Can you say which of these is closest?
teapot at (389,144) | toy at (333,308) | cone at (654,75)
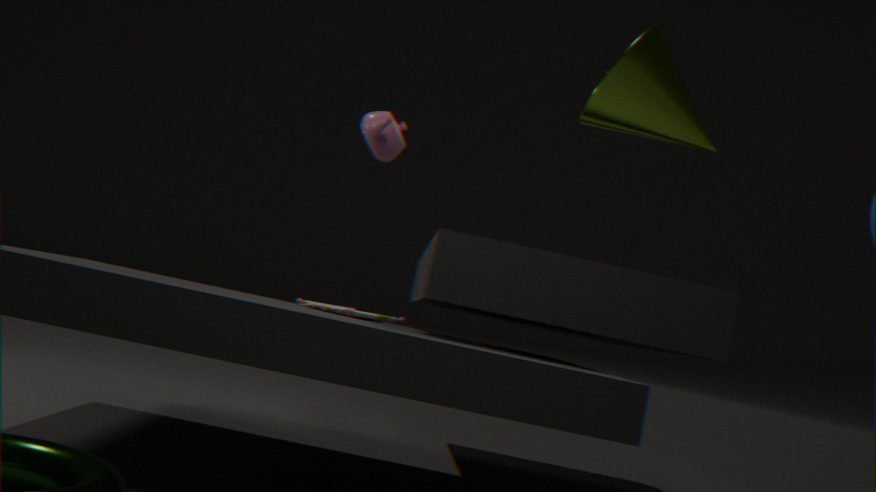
cone at (654,75)
